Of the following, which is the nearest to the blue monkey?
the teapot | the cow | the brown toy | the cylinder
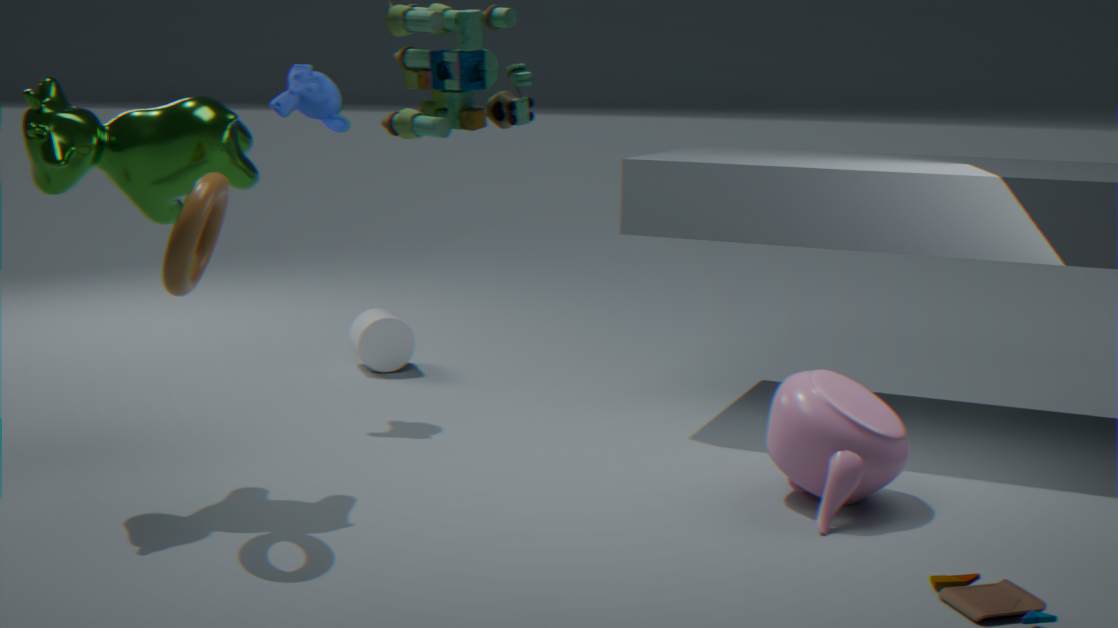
the cow
